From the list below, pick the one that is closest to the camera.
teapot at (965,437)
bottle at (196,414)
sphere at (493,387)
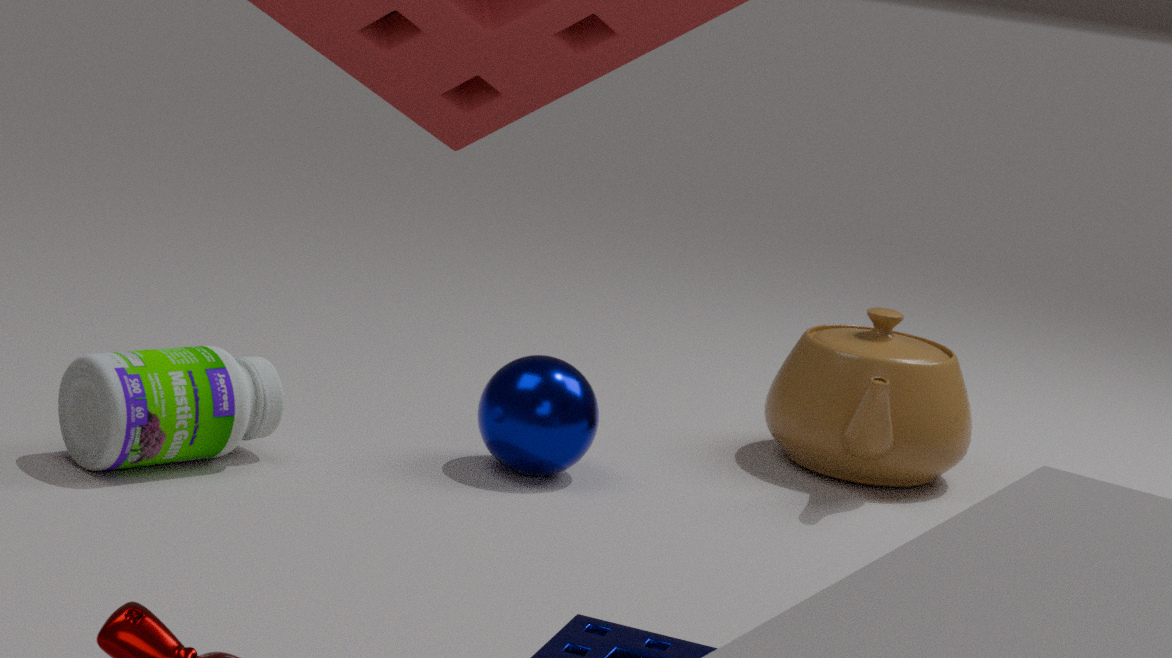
bottle at (196,414)
